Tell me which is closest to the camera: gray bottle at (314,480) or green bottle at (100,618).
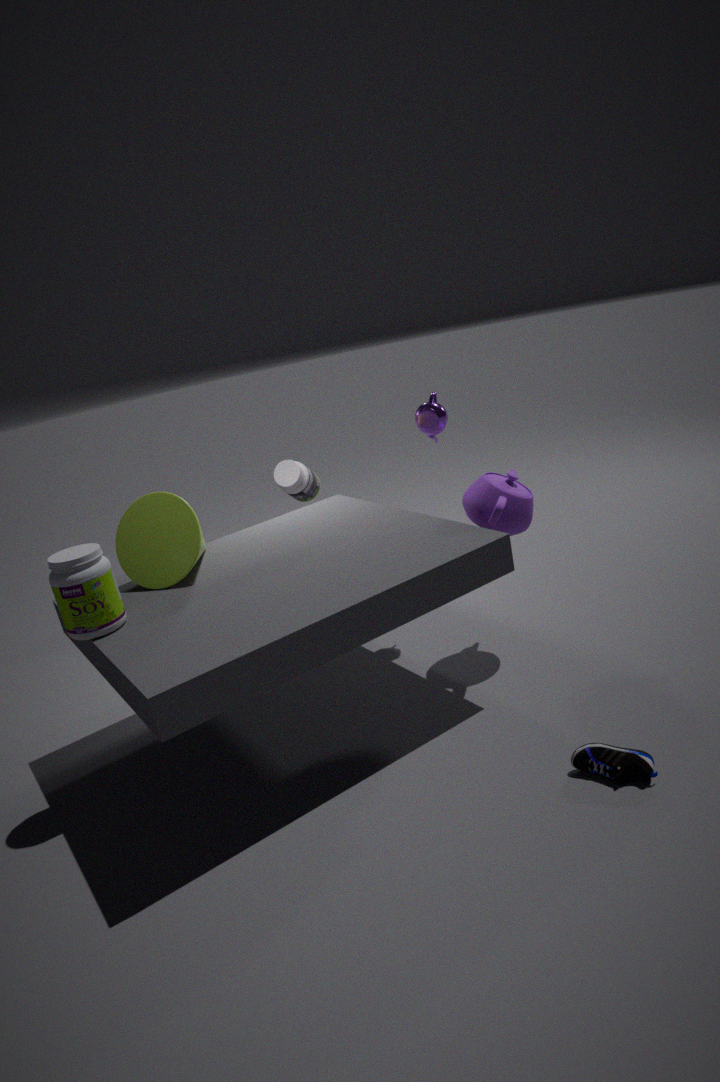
green bottle at (100,618)
